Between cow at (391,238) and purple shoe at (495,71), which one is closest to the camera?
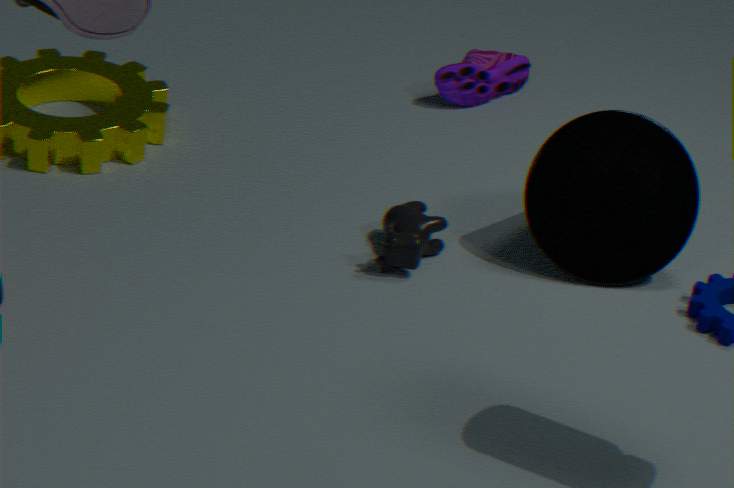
cow at (391,238)
